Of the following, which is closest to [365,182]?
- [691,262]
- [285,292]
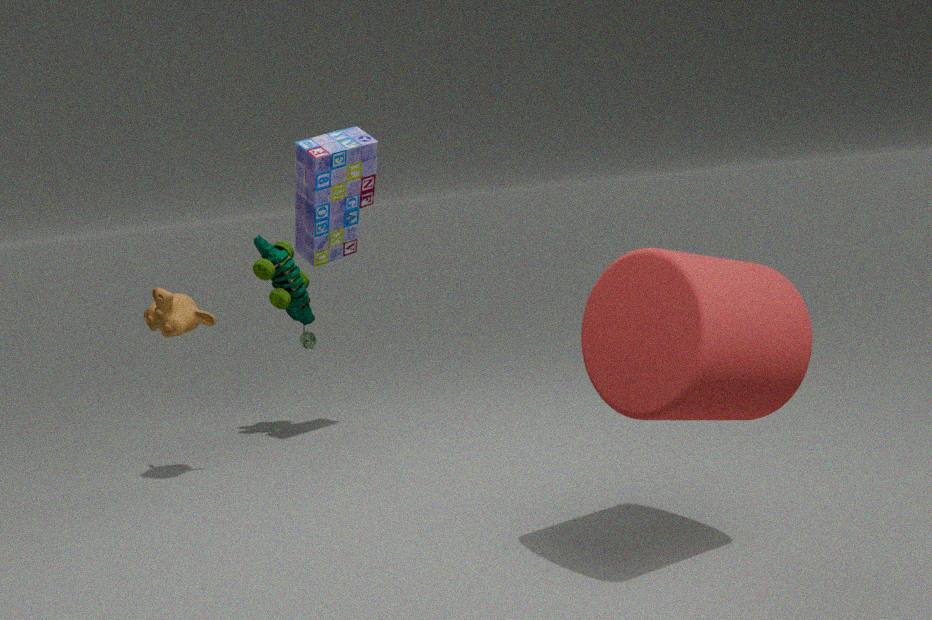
[285,292]
